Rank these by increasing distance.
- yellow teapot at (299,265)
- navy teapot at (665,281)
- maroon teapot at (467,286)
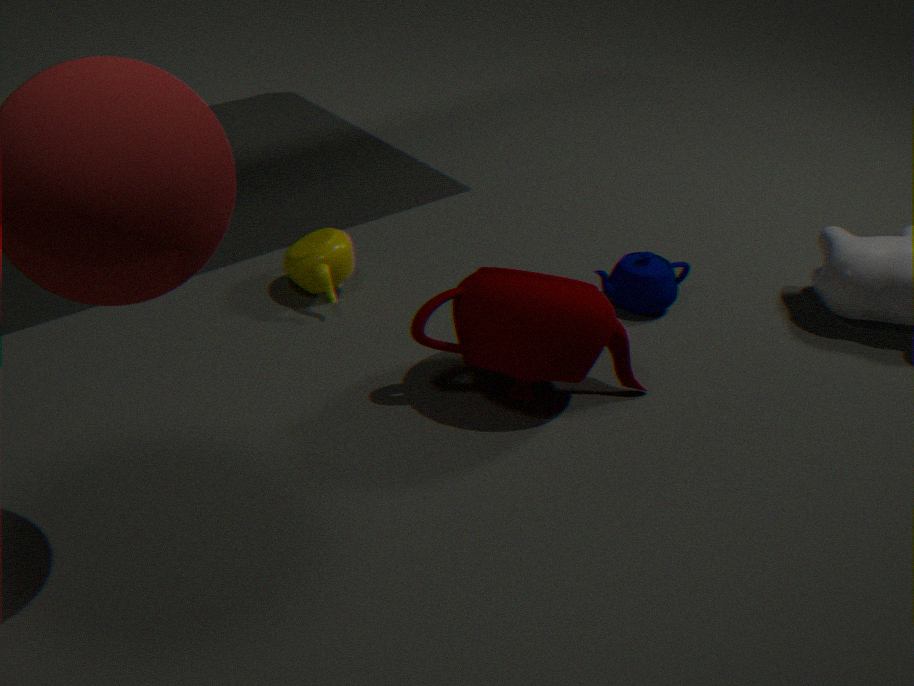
→ maroon teapot at (467,286)
yellow teapot at (299,265)
navy teapot at (665,281)
